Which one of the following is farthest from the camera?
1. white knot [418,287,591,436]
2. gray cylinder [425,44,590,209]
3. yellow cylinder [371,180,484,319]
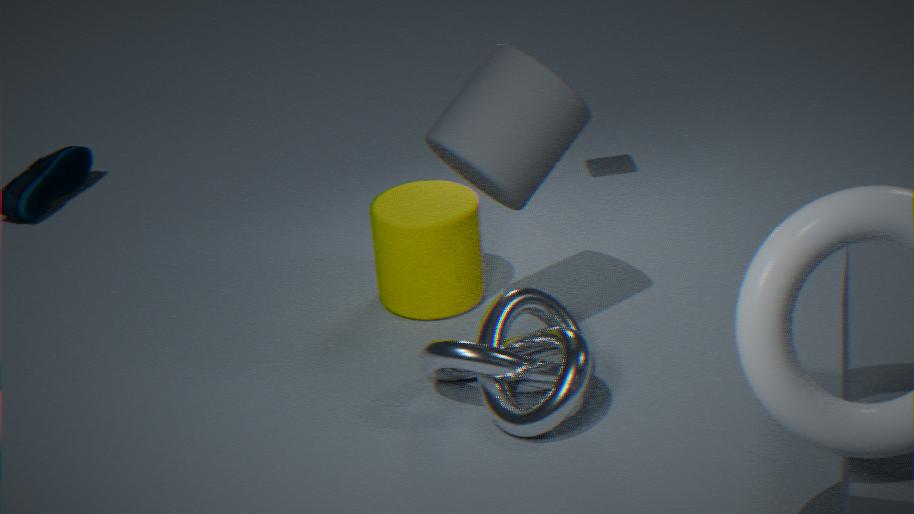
yellow cylinder [371,180,484,319]
